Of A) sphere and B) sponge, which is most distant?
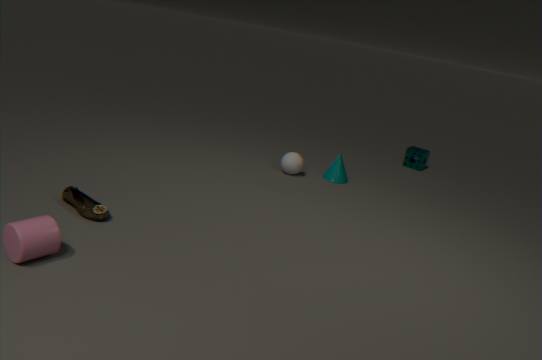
B. sponge
